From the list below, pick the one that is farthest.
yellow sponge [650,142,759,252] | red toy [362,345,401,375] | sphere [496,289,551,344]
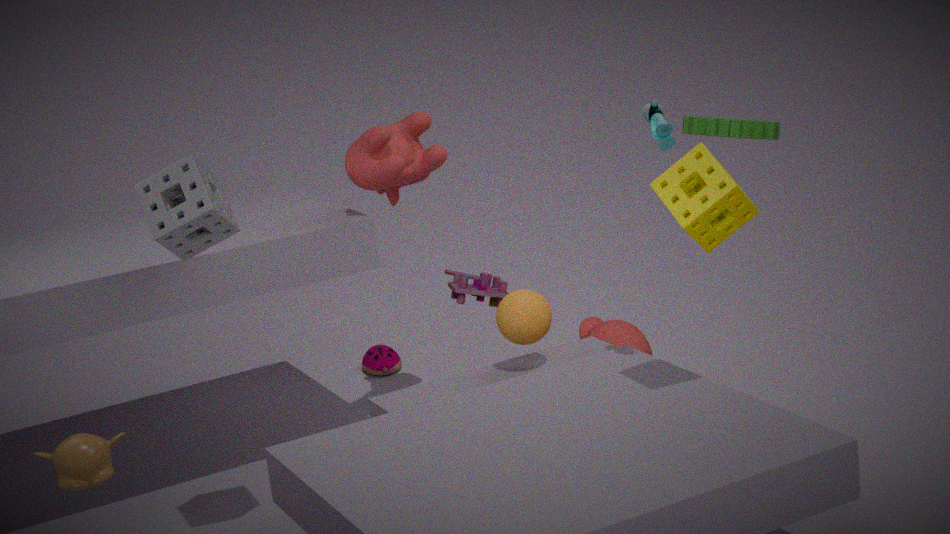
red toy [362,345,401,375]
